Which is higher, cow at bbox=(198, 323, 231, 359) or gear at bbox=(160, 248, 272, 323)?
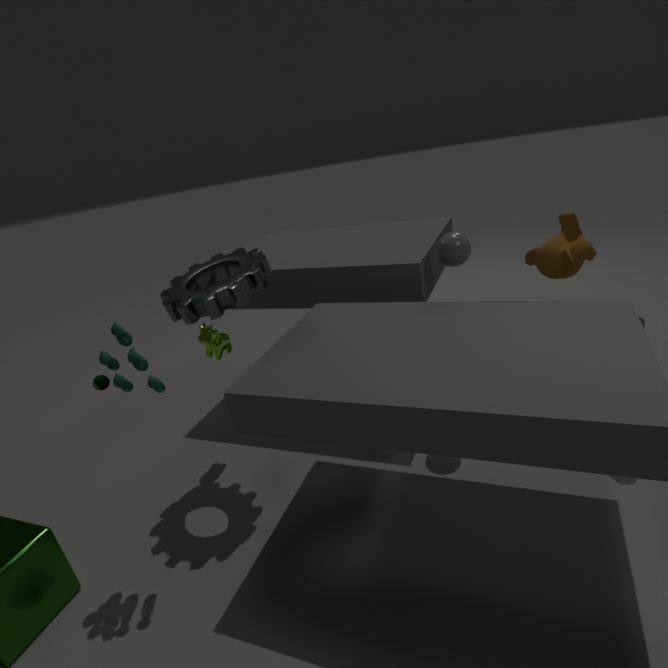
gear at bbox=(160, 248, 272, 323)
